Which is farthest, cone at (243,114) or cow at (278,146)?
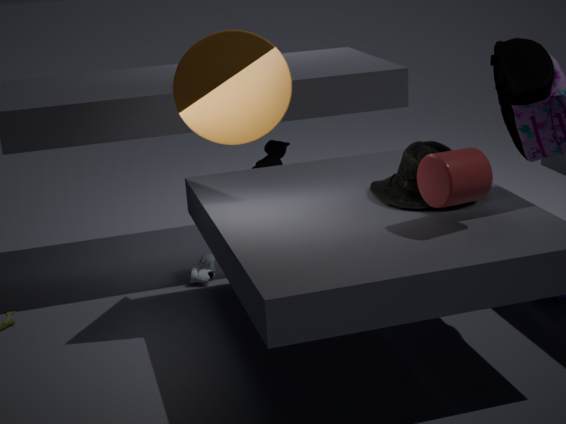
cow at (278,146)
